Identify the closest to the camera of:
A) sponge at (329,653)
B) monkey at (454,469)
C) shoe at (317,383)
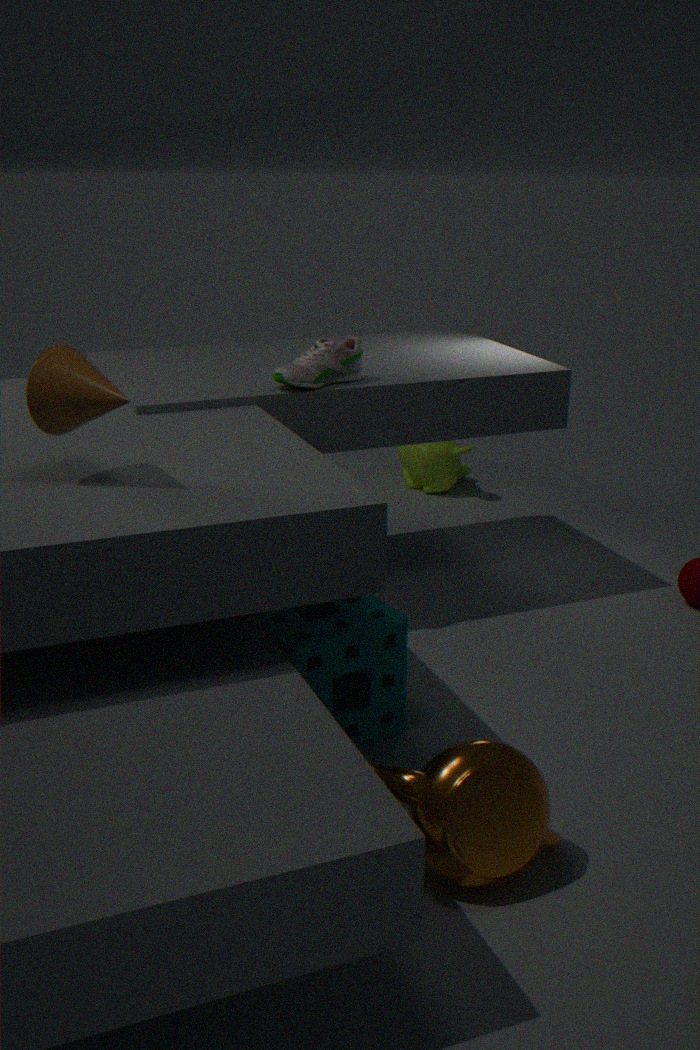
sponge at (329,653)
